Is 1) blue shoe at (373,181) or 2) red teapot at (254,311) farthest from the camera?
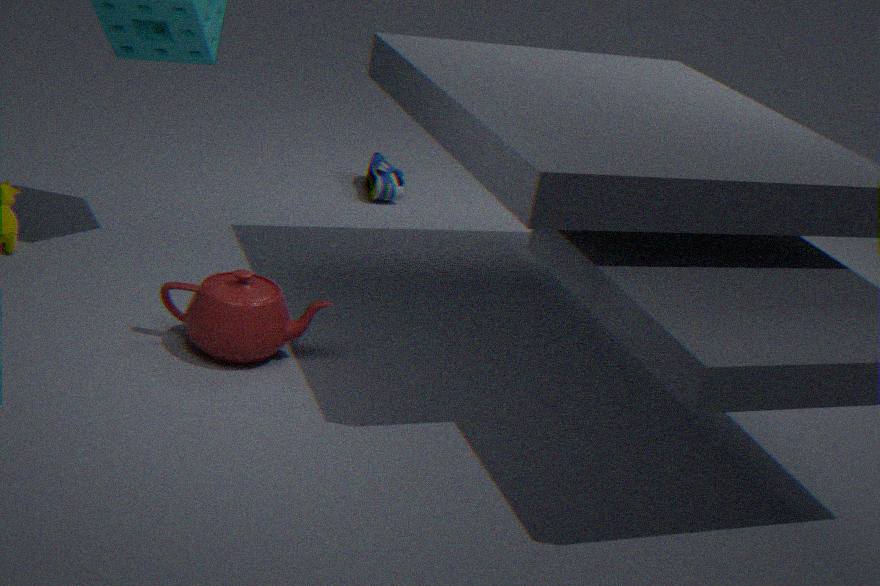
1. blue shoe at (373,181)
